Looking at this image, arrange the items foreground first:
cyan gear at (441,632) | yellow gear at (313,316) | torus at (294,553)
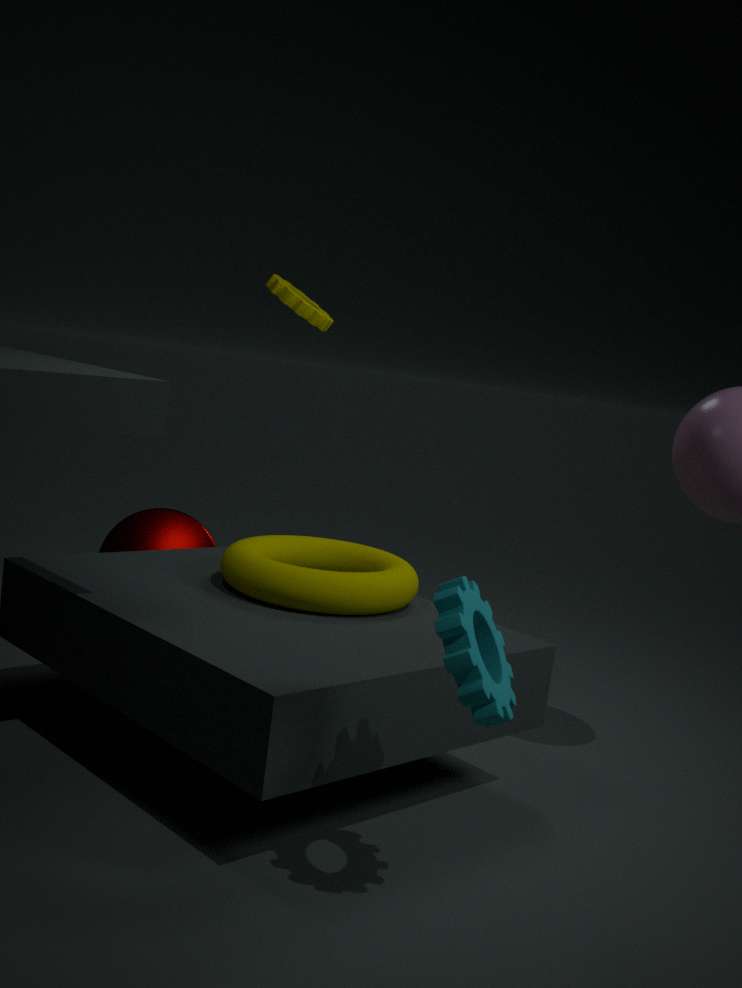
cyan gear at (441,632), torus at (294,553), yellow gear at (313,316)
